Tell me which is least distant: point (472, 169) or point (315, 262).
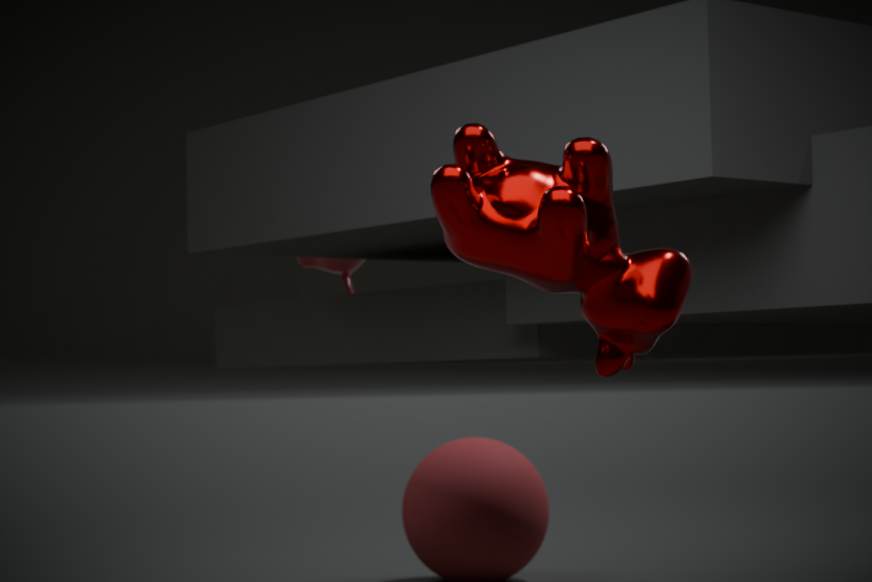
point (472, 169)
